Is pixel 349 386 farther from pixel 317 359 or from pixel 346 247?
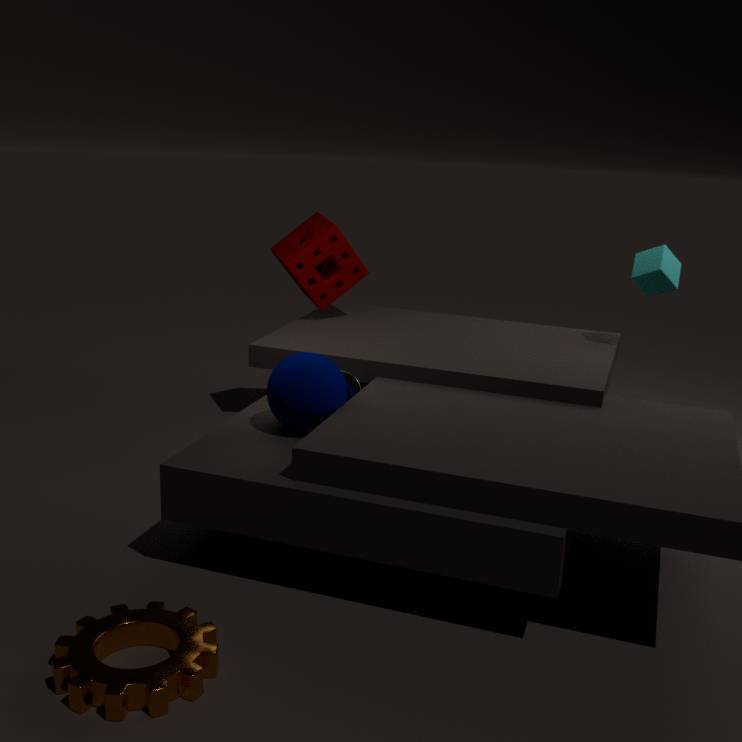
pixel 346 247
